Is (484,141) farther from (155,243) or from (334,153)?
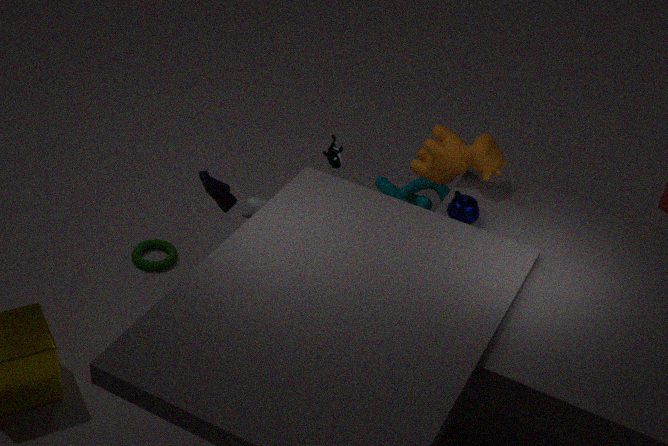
(155,243)
